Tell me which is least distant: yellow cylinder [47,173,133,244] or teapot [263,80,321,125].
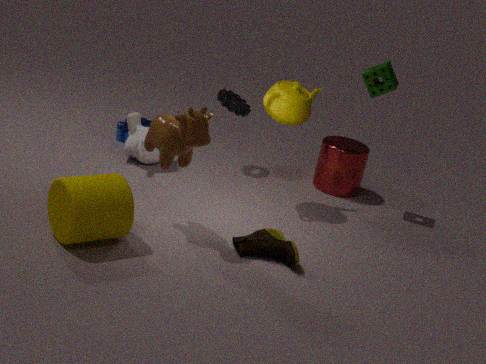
yellow cylinder [47,173,133,244]
